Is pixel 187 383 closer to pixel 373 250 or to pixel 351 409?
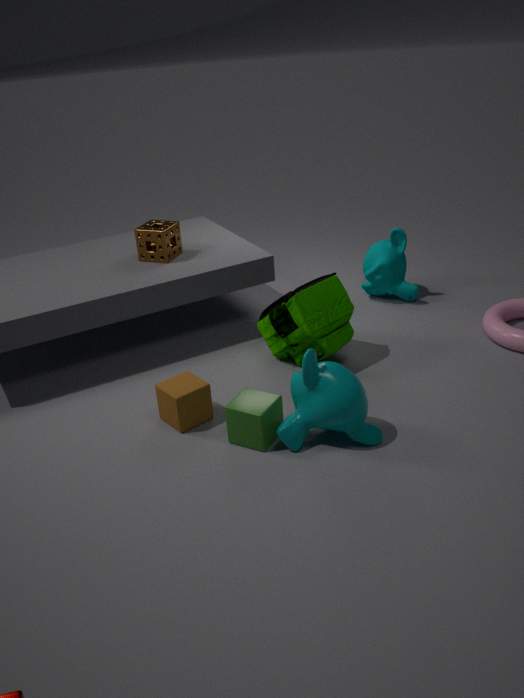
pixel 351 409
